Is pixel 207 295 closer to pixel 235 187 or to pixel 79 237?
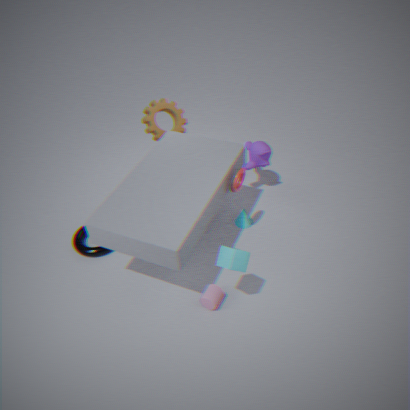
pixel 235 187
